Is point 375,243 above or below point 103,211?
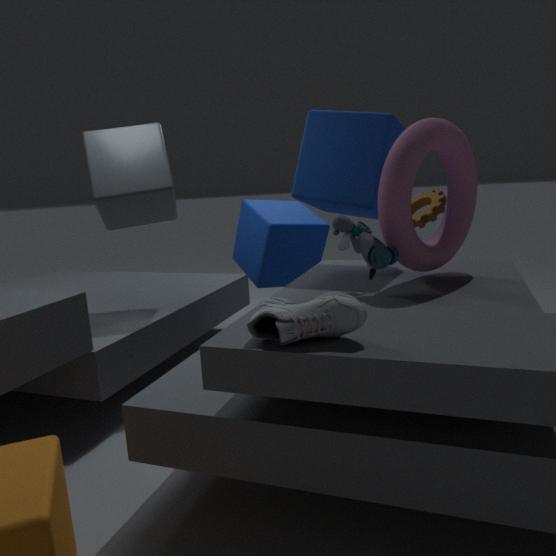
below
